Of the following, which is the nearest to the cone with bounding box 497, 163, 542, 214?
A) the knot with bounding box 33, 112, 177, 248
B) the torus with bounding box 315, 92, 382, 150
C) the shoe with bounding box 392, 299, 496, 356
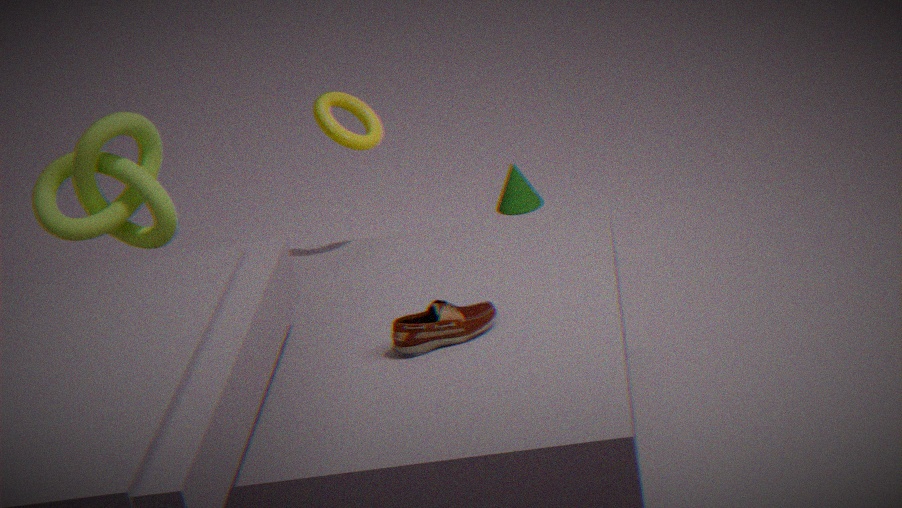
the torus with bounding box 315, 92, 382, 150
